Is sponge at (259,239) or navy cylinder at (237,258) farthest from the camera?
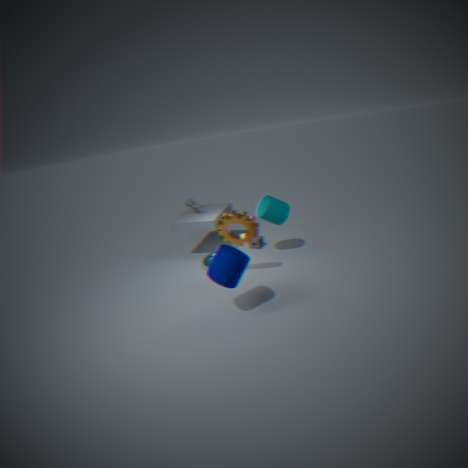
sponge at (259,239)
